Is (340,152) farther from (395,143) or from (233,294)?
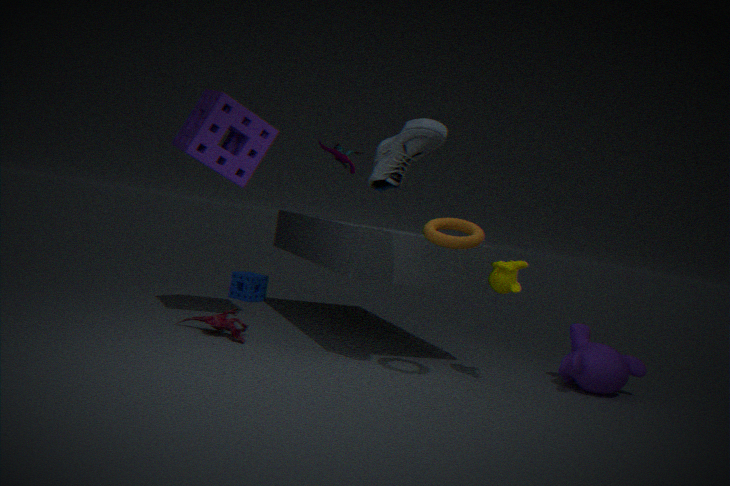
(233,294)
